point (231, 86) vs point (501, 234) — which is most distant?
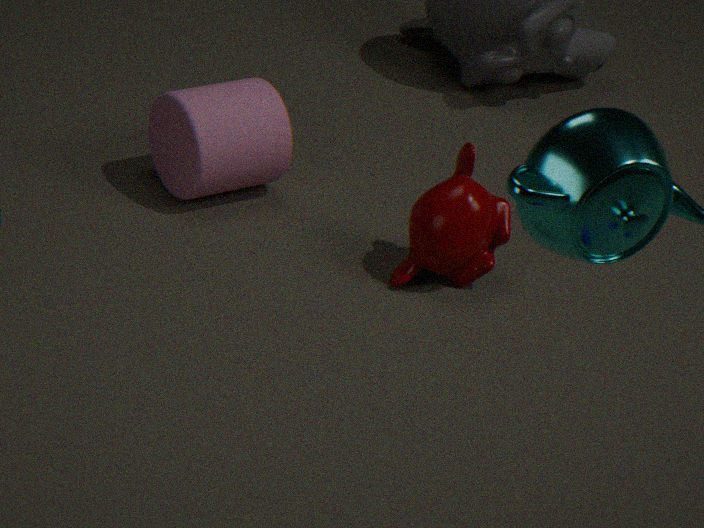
point (231, 86)
